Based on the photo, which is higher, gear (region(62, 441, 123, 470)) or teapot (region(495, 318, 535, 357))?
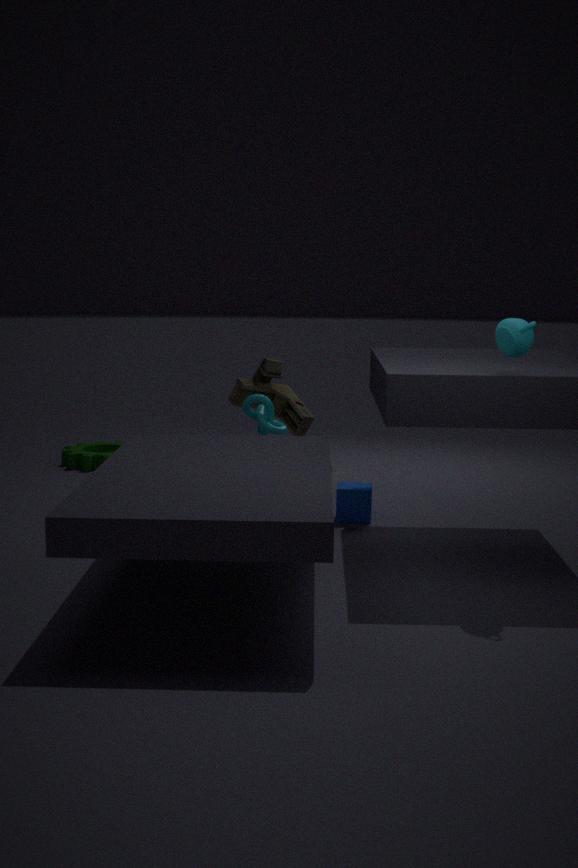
teapot (region(495, 318, 535, 357))
